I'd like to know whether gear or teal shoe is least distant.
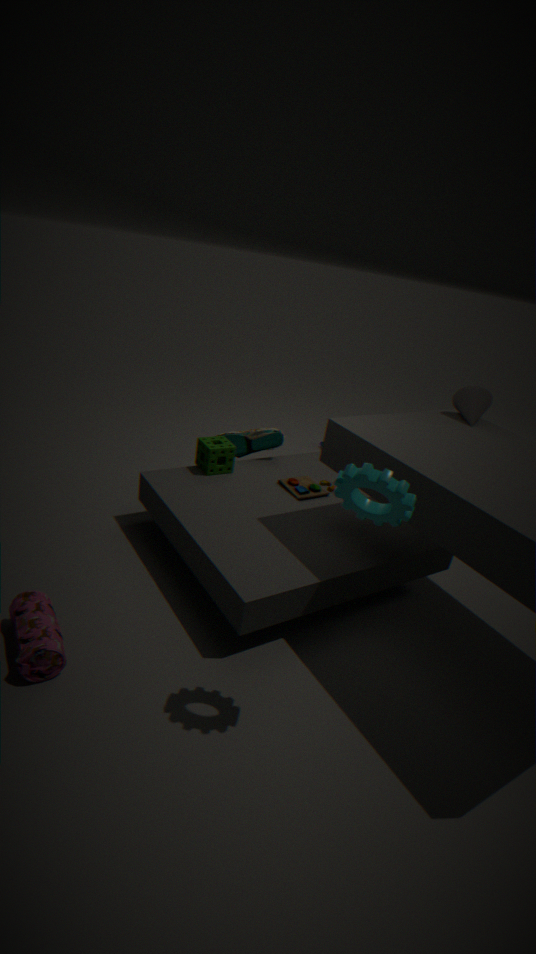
gear
